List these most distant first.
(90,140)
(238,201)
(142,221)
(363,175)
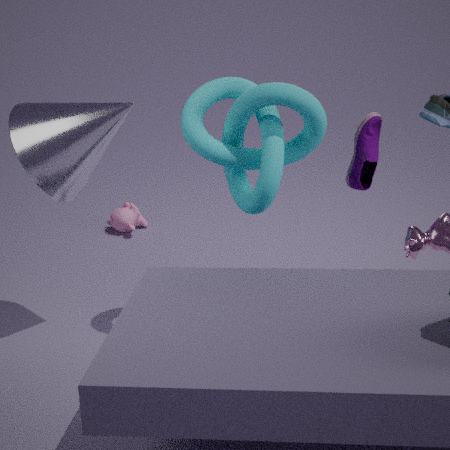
(142,221) < (363,175) < (238,201) < (90,140)
